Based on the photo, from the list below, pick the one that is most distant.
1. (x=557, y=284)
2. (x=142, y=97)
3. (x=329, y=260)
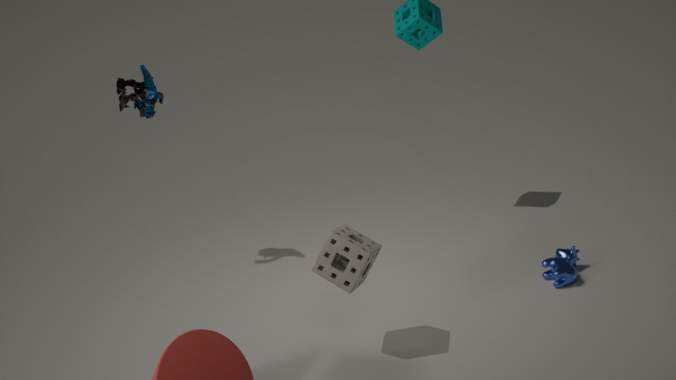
(x=142, y=97)
